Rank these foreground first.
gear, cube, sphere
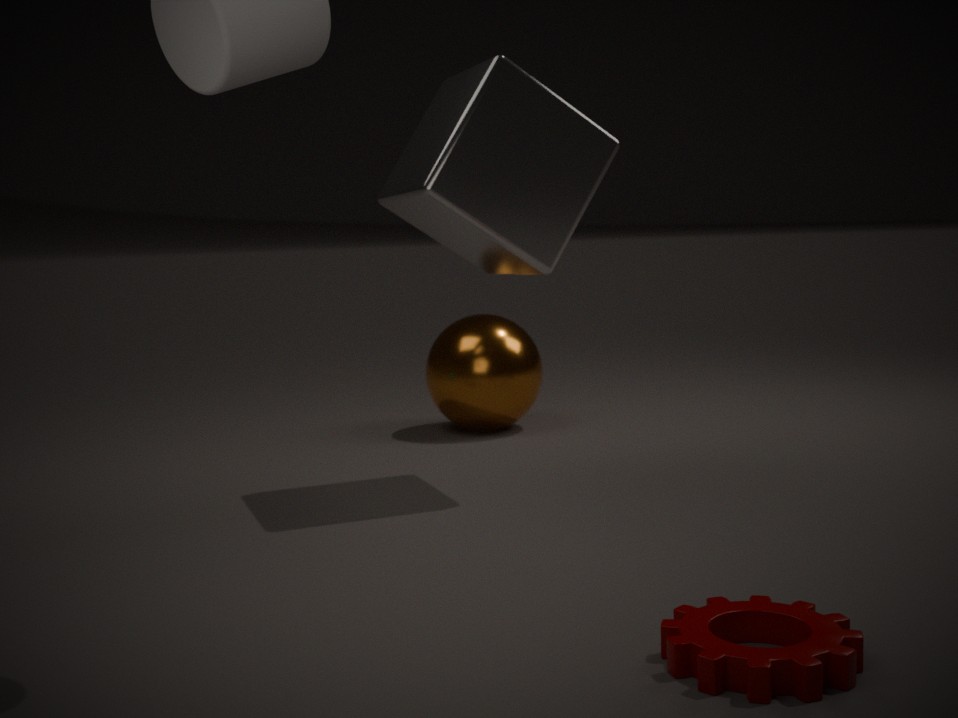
gear < cube < sphere
